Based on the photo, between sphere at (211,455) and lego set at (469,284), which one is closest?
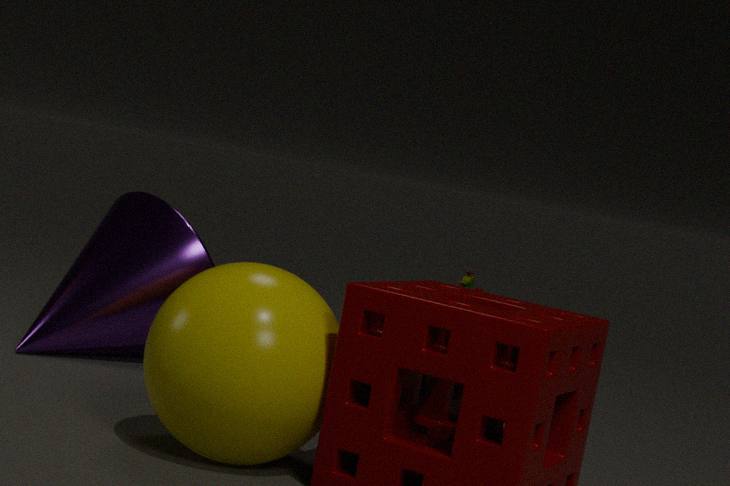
sphere at (211,455)
